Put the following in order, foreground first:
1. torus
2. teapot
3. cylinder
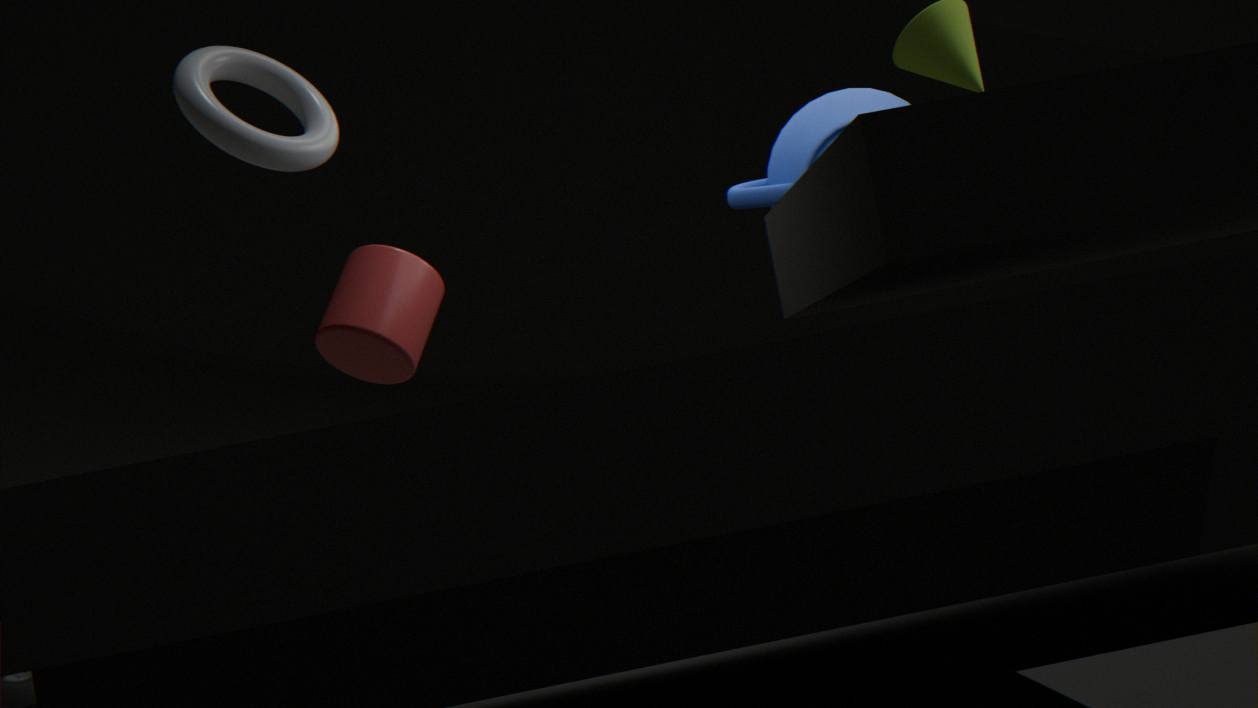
torus → cylinder → teapot
